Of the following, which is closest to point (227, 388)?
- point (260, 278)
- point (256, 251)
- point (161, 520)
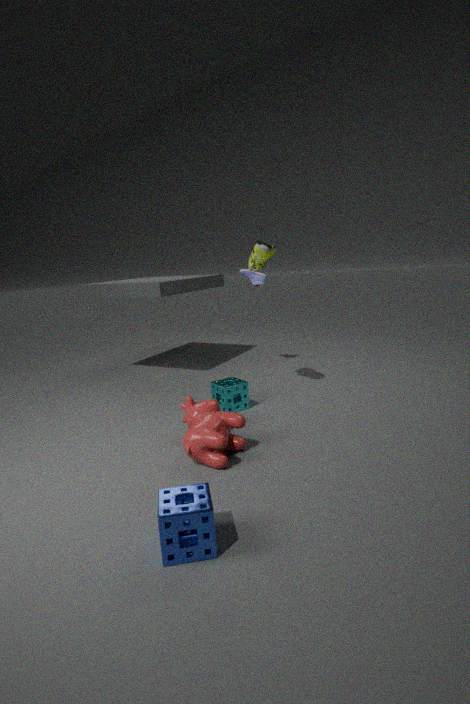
point (256, 251)
